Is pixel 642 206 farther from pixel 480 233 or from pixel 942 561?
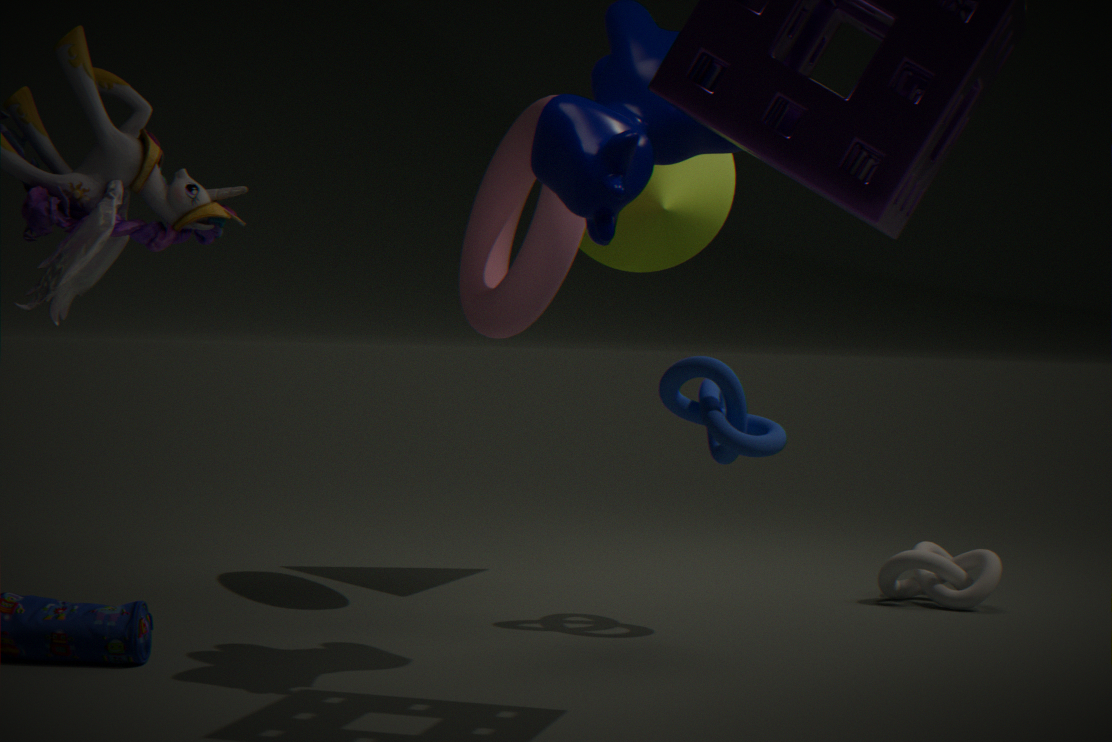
pixel 942 561
